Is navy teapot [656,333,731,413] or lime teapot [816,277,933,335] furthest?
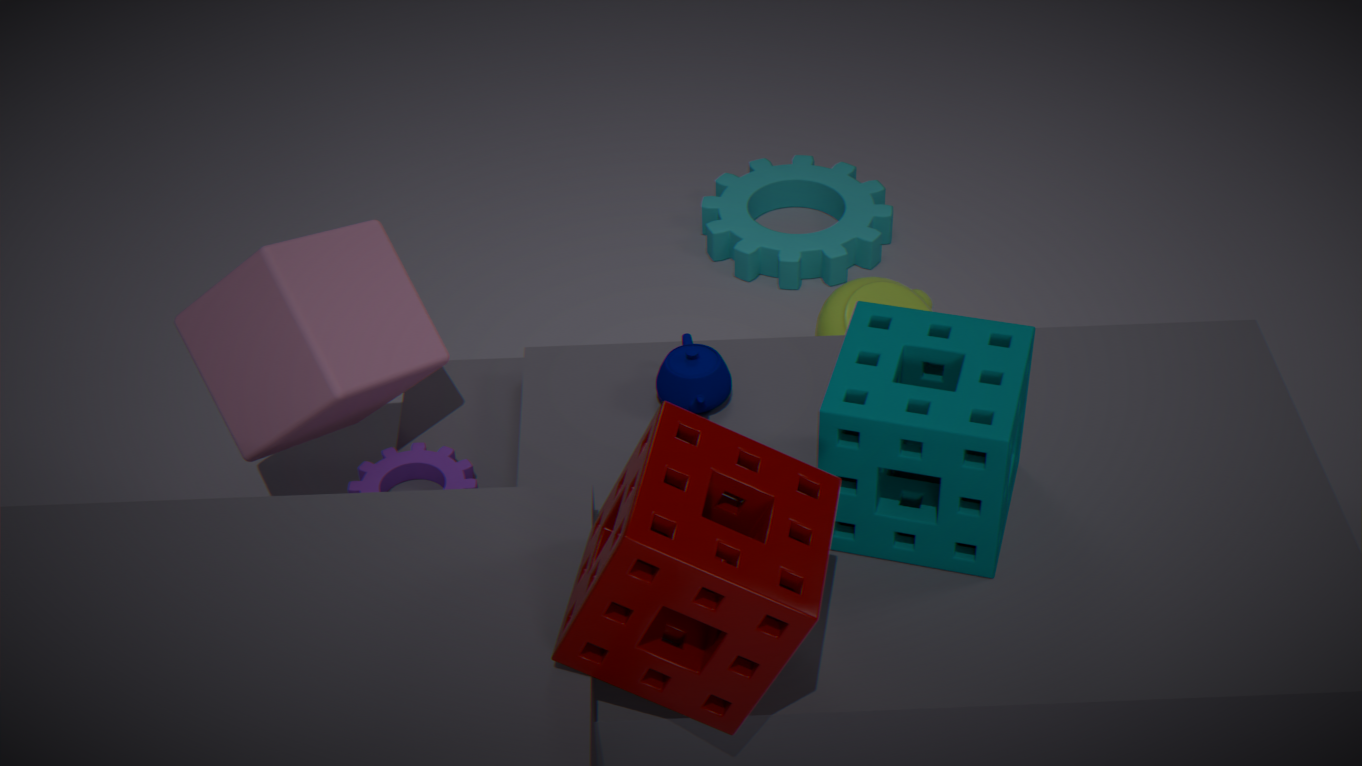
lime teapot [816,277,933,335]
